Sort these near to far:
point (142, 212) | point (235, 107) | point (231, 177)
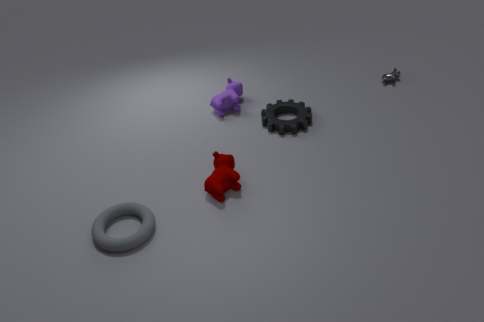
point (142, 212) < point (231, 177) < point (235, 107)
